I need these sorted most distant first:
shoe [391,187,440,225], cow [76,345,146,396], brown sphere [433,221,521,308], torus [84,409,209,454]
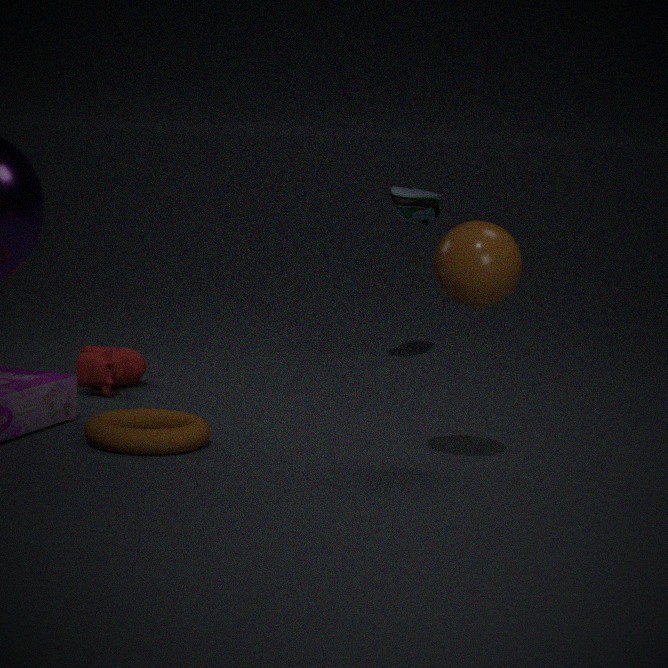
shoe [391,187,440,225] → cow [76,345,146,396] → torus [84,409,209,454] → brown sphere [433,221,521,308]
